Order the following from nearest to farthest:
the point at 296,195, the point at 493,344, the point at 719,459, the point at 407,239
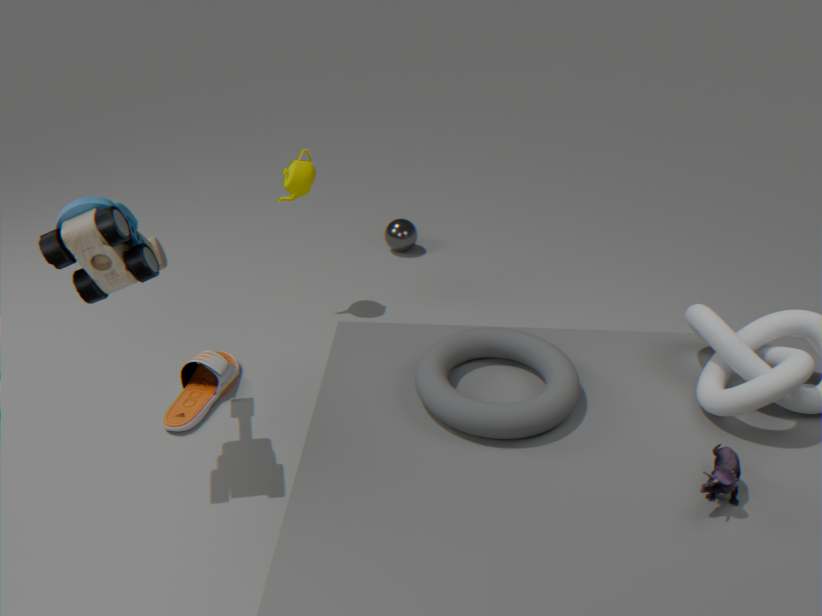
1. the point at 719,459
2. the point at 493,344
3. the point at 296,195
4. the point at 407,239
